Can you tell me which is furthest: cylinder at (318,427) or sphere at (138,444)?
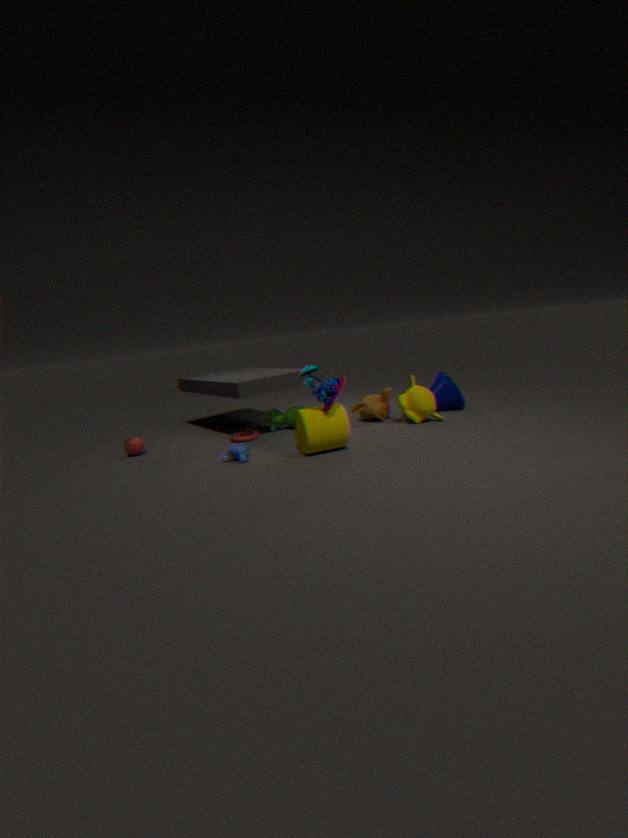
sphere at (138,444)
